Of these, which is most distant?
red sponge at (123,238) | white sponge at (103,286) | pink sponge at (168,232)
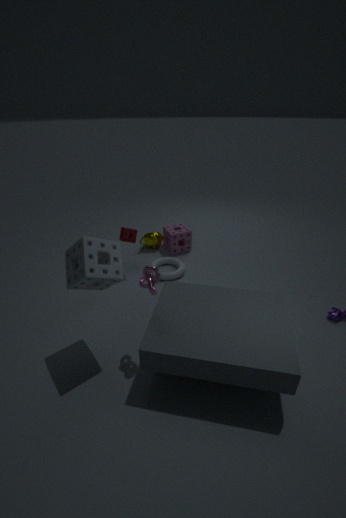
pink sponge at (168,232)
